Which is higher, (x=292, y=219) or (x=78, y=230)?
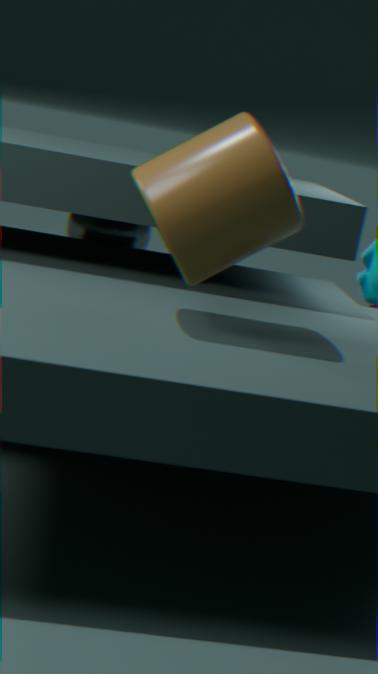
(x=292, y=219)
